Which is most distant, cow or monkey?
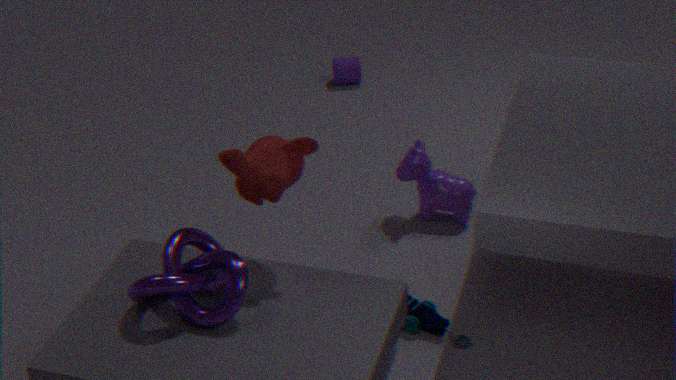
cow
